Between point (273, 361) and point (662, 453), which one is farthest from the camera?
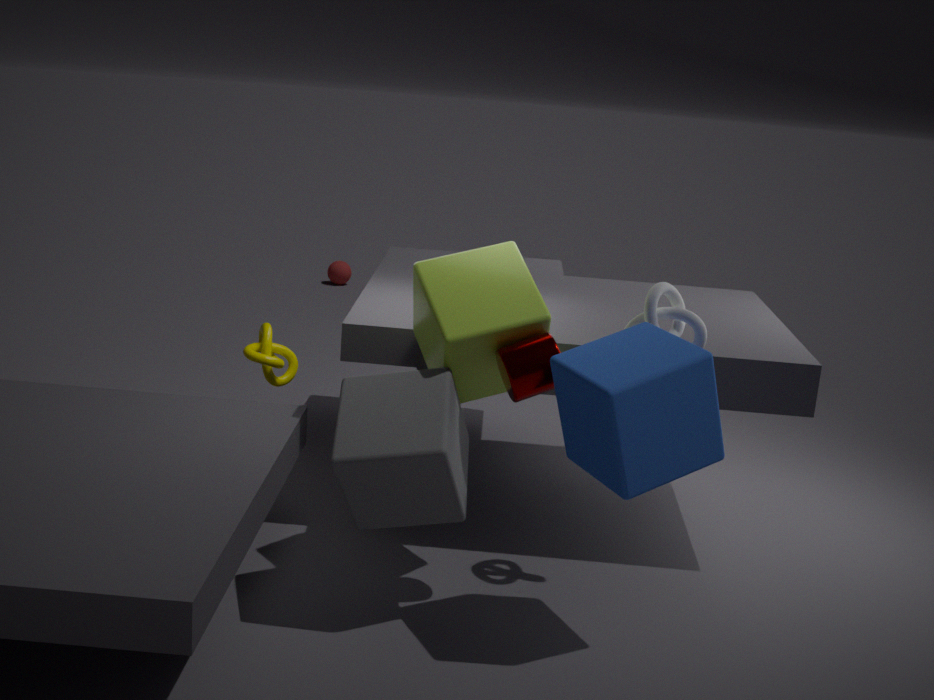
point (273, 361)
